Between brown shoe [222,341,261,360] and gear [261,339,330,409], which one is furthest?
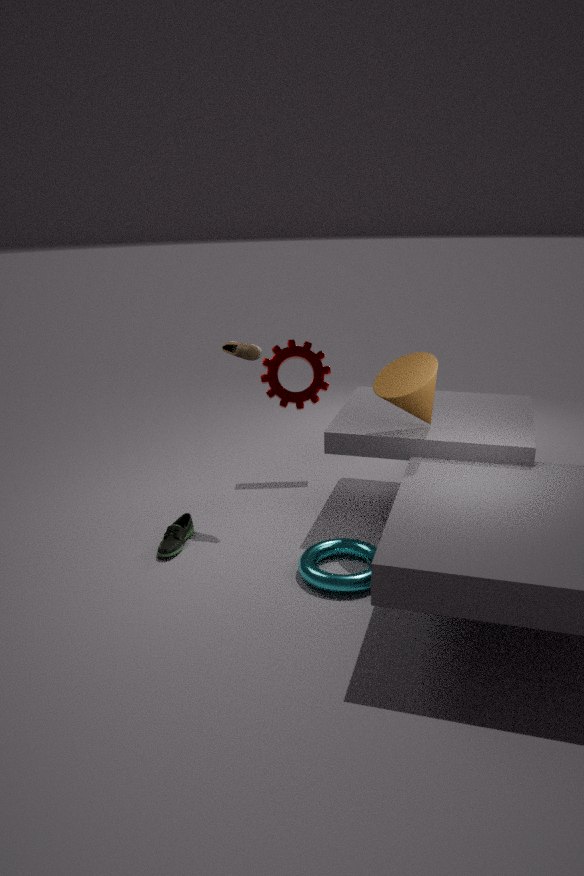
gear [261,339,330,409]
